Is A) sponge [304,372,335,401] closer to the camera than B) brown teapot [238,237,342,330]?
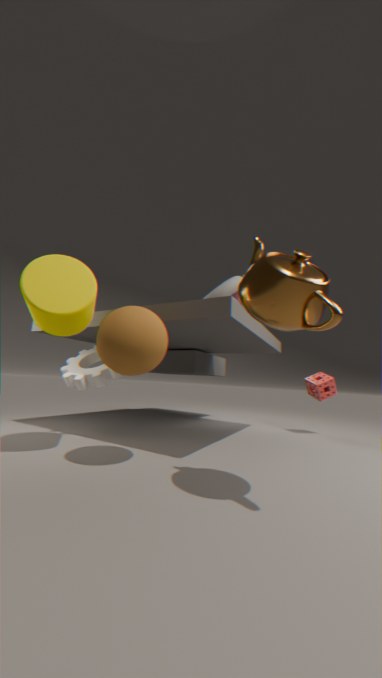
No
